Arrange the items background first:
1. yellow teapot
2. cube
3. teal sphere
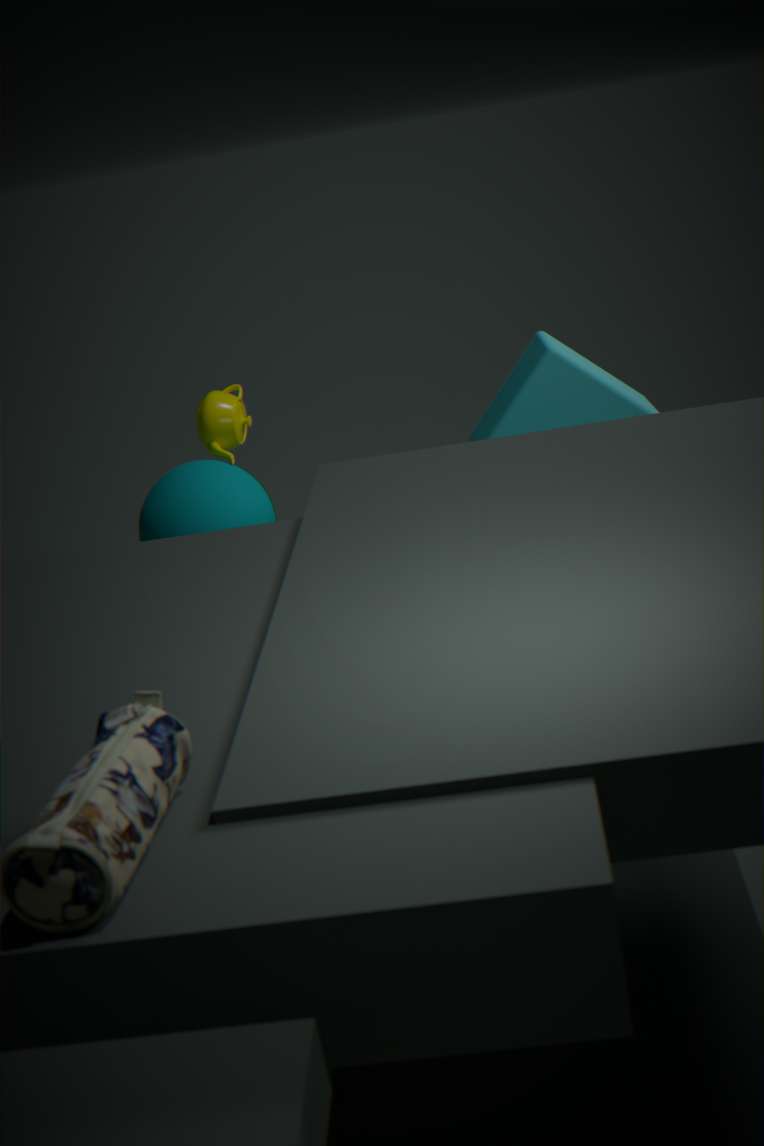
yellow teapot
teal sphere
cube
